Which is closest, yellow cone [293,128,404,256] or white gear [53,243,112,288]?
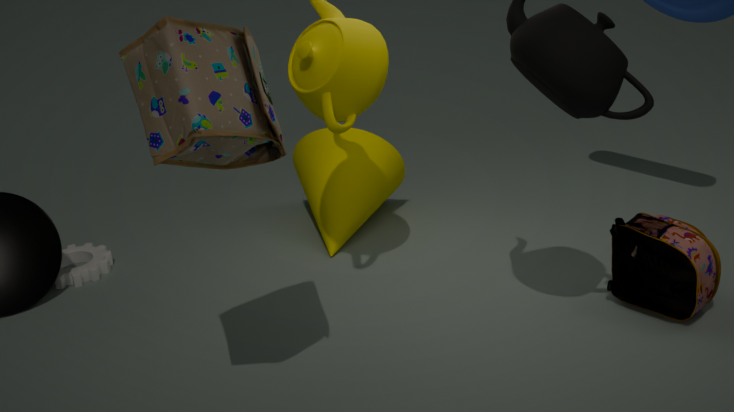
white gear [53,243,112,288]
